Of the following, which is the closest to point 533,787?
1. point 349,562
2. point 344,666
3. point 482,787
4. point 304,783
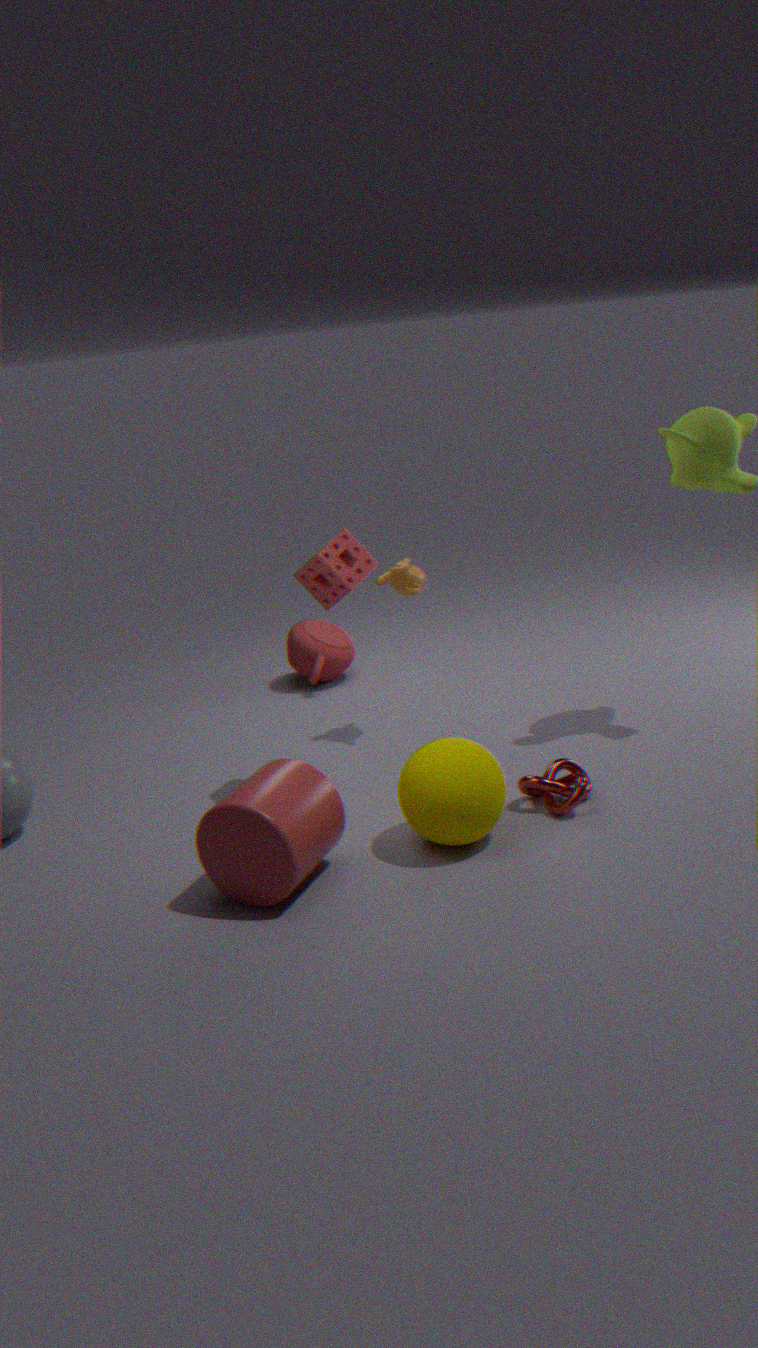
point 482,787
